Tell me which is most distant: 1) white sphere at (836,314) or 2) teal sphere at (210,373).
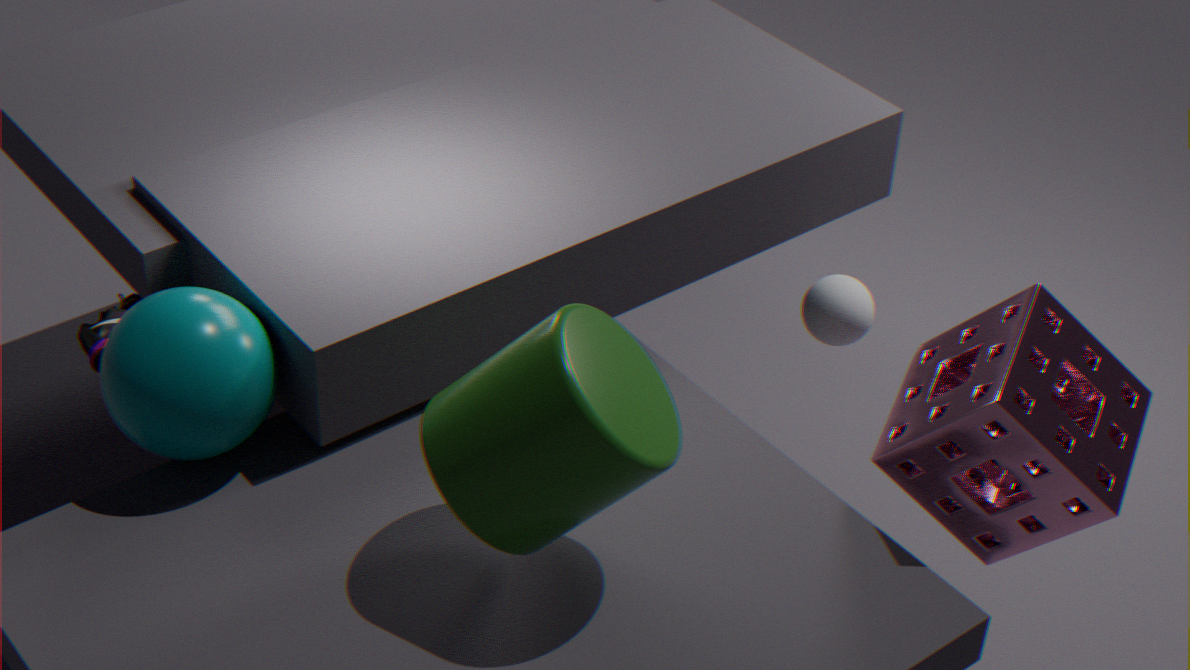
1. white sphere at (836,314)
